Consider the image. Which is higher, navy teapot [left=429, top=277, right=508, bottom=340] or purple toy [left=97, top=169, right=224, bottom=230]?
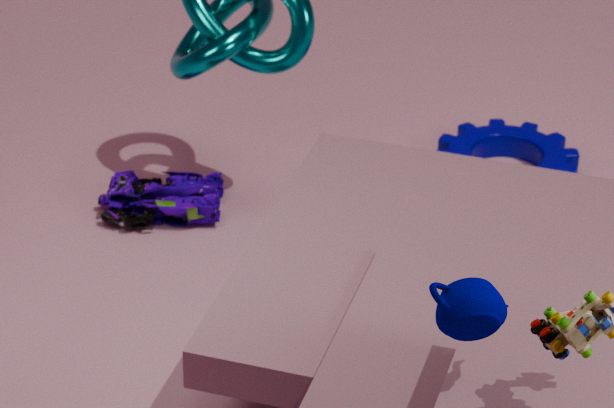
navy teapot [left=429, top=277, right=508, bottom=340]
